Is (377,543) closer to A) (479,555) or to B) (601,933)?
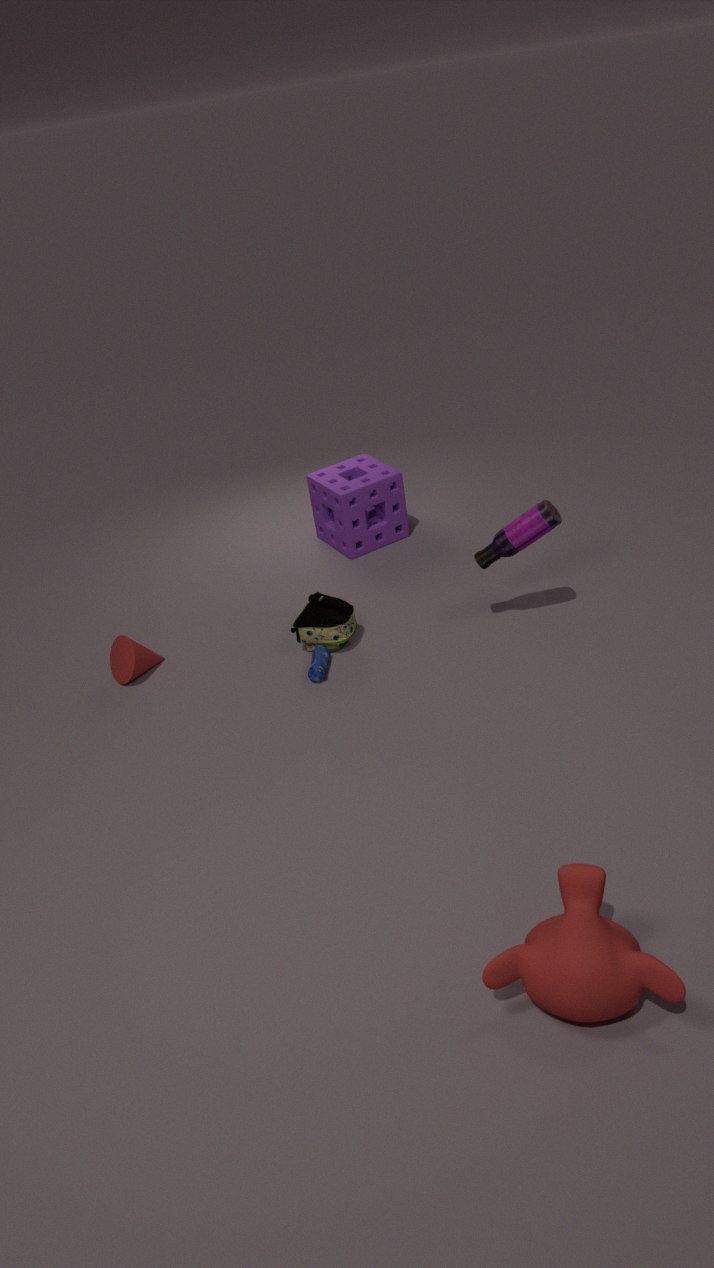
A) (479,555)
